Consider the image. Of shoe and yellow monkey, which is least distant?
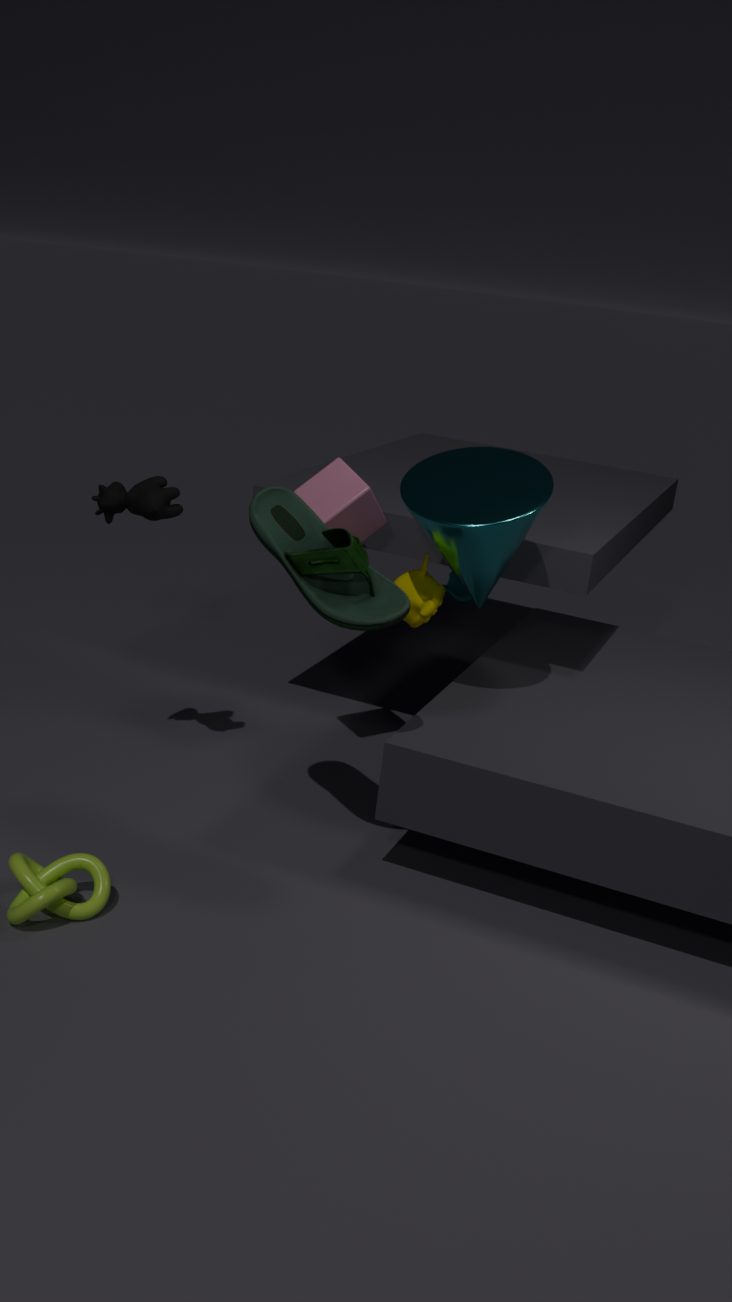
shoe
